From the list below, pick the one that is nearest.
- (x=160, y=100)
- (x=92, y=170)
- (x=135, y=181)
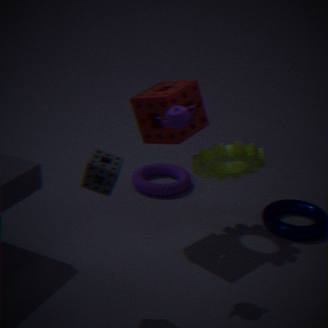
(x=92, y=170)
